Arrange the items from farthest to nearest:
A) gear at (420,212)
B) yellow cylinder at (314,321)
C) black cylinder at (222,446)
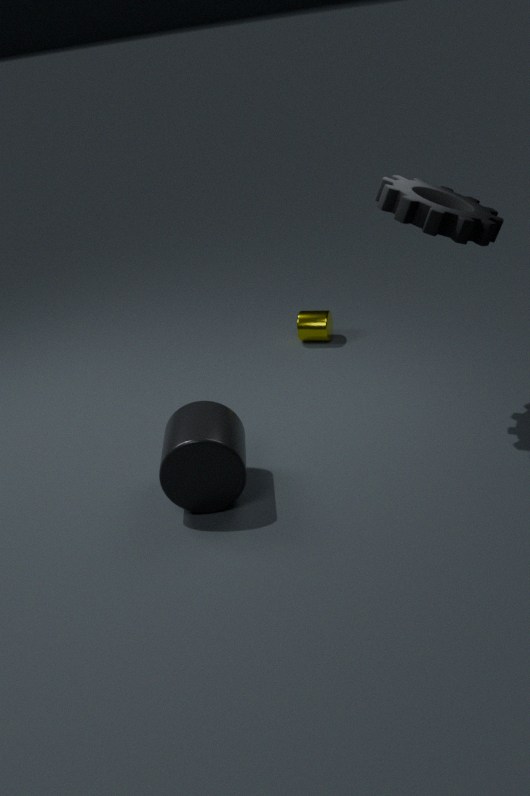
yellow cylinder at (314,321), gear at (420,212), black cylinder at (222,446)
